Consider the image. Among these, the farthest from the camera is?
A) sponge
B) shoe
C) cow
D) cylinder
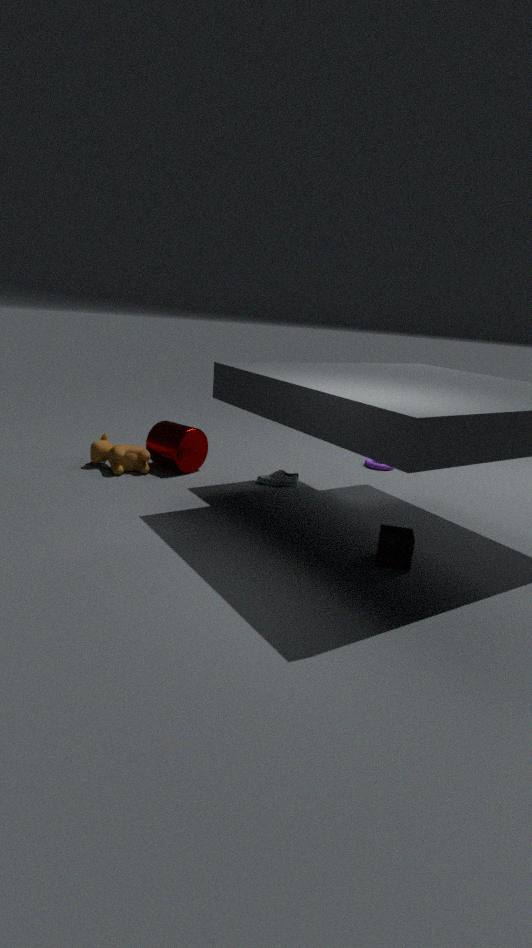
cylinder
